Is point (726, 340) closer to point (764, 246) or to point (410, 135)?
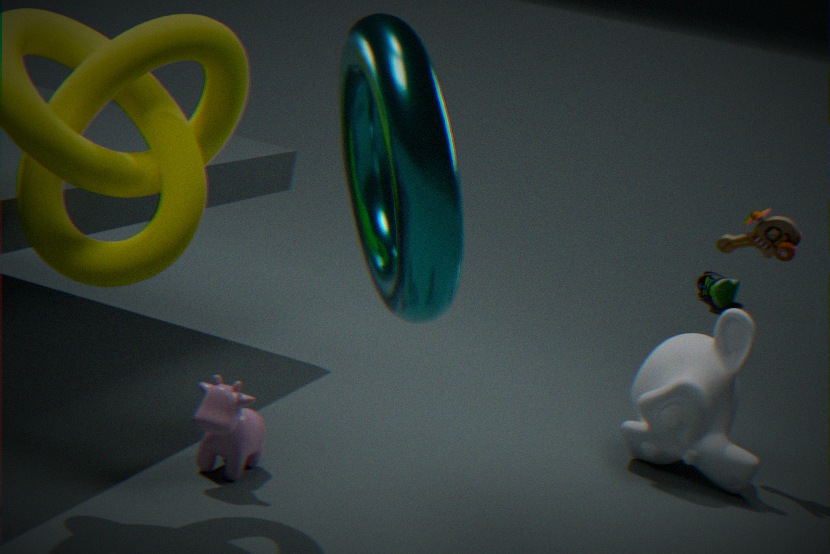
point (764, 246)
